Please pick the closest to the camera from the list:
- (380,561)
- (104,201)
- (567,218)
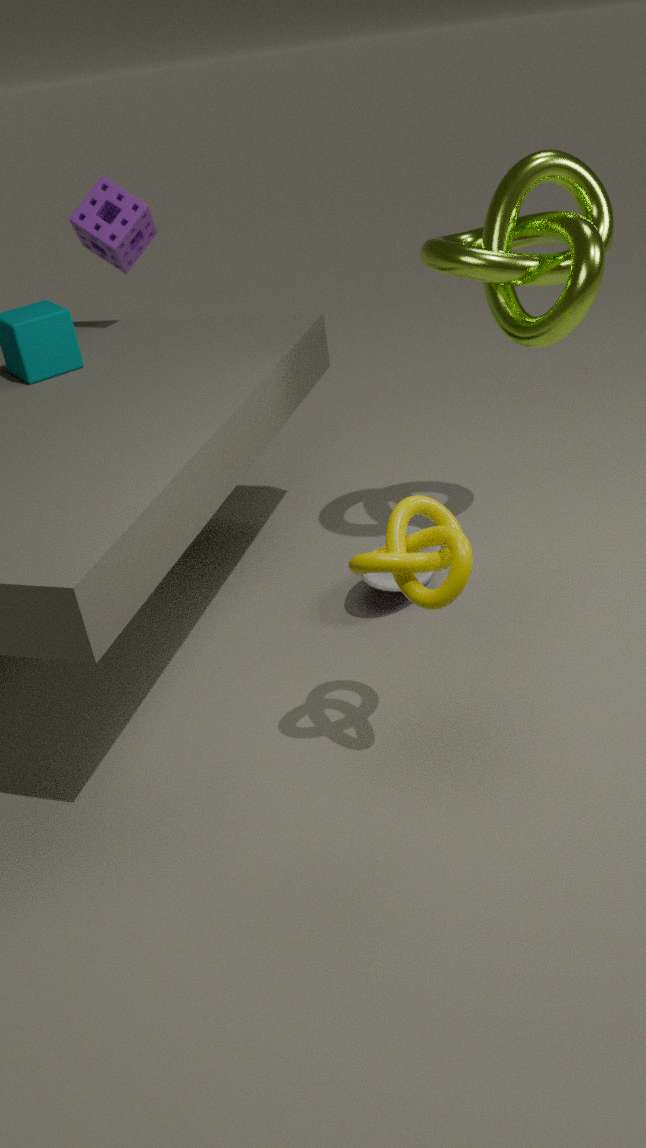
(380,561)
